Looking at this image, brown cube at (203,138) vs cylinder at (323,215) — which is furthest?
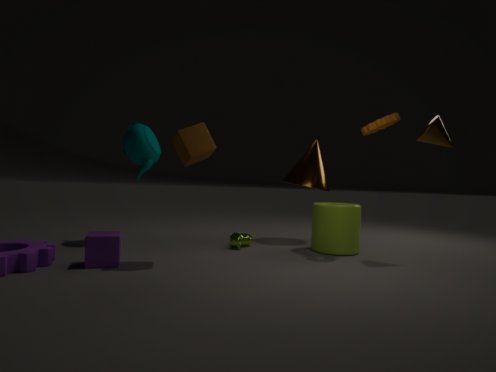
cylinder at (323,215)
